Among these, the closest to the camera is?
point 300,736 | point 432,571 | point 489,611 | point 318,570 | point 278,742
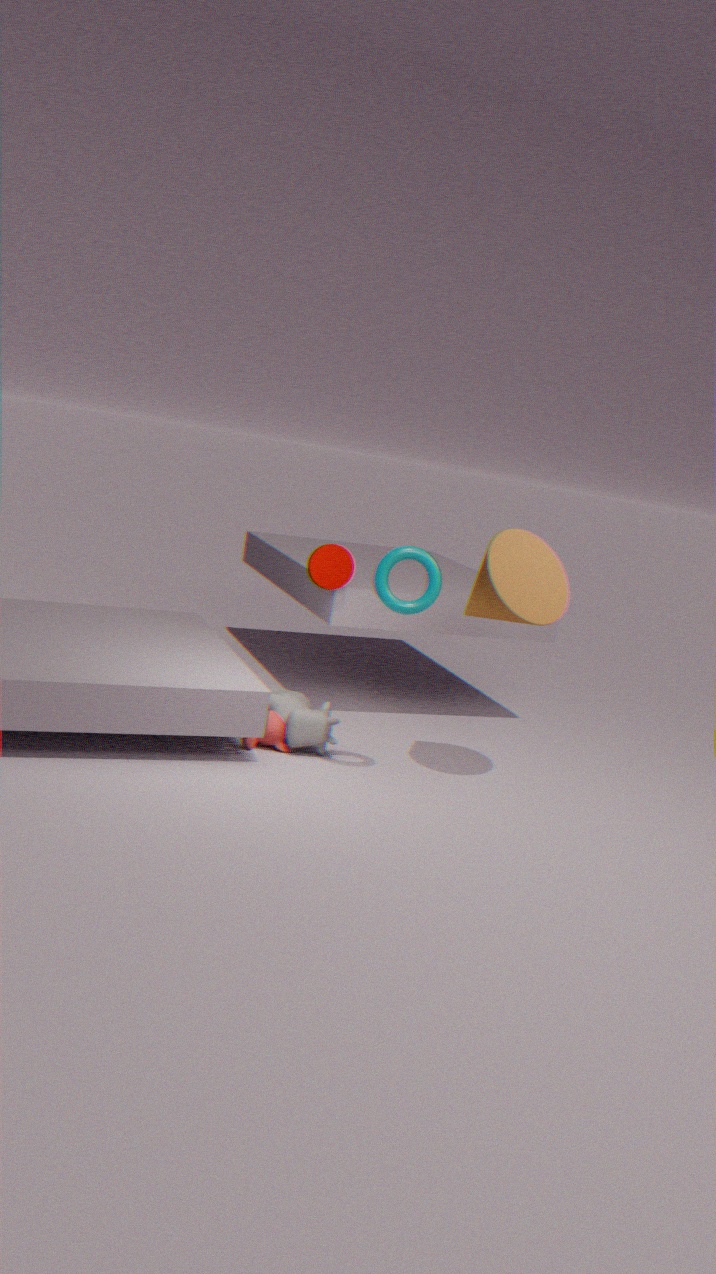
point 432,571
